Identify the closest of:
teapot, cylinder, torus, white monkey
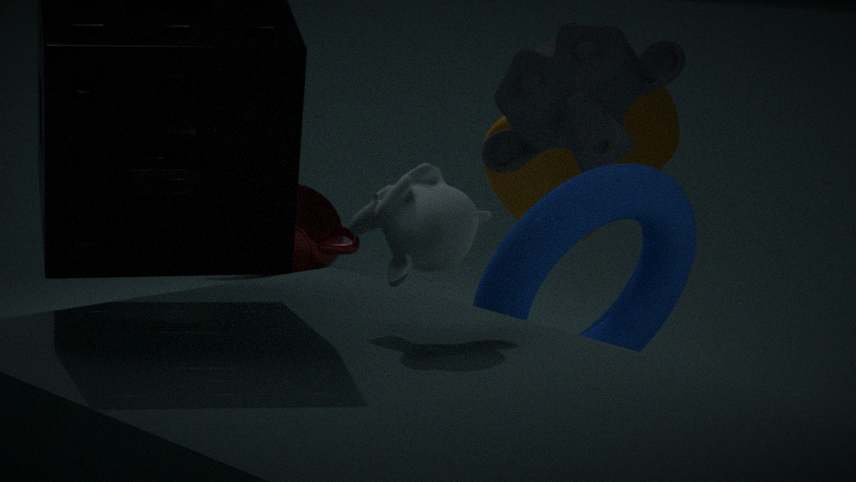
white monkey
